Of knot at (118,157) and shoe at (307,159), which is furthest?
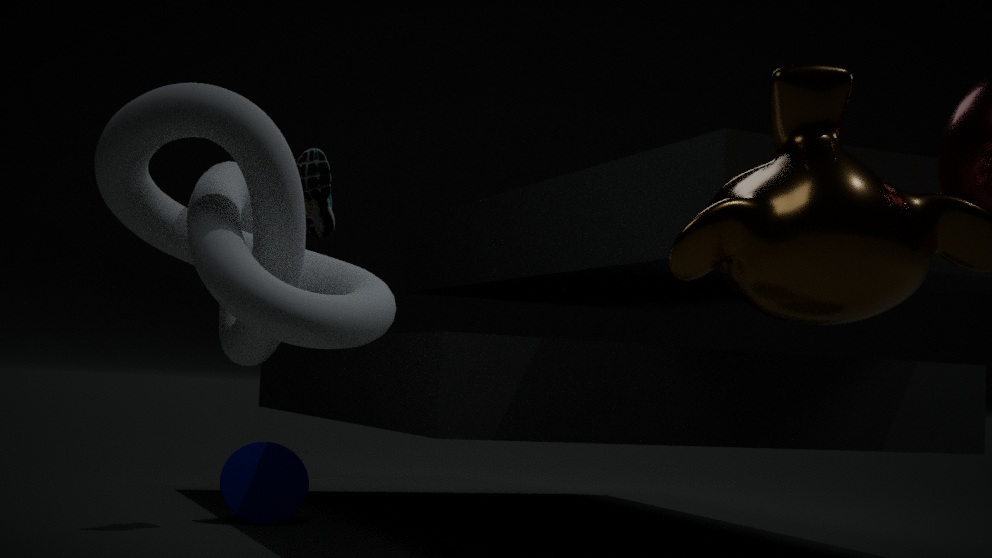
shoe at (307,159)
